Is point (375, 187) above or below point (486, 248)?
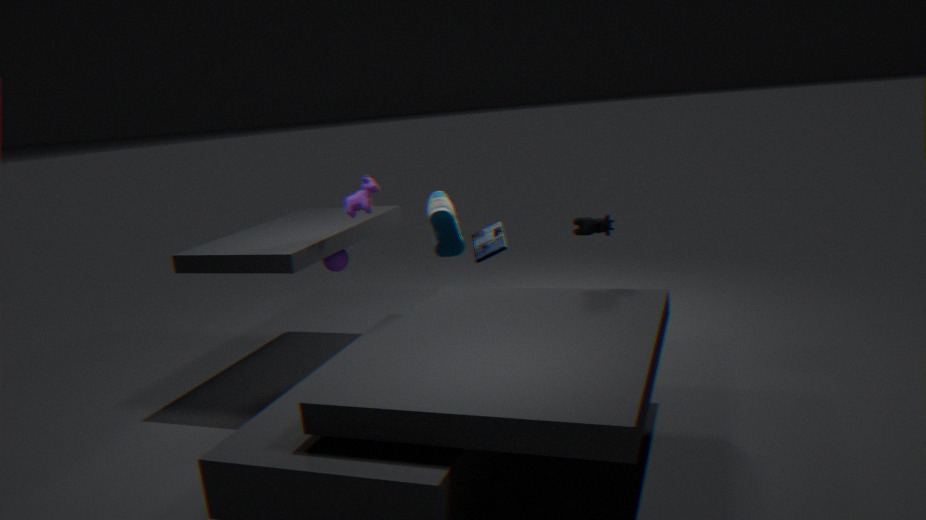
above
